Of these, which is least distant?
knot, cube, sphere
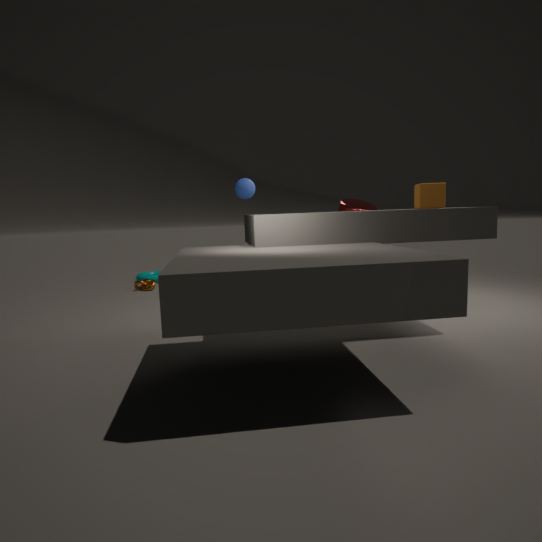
cube
